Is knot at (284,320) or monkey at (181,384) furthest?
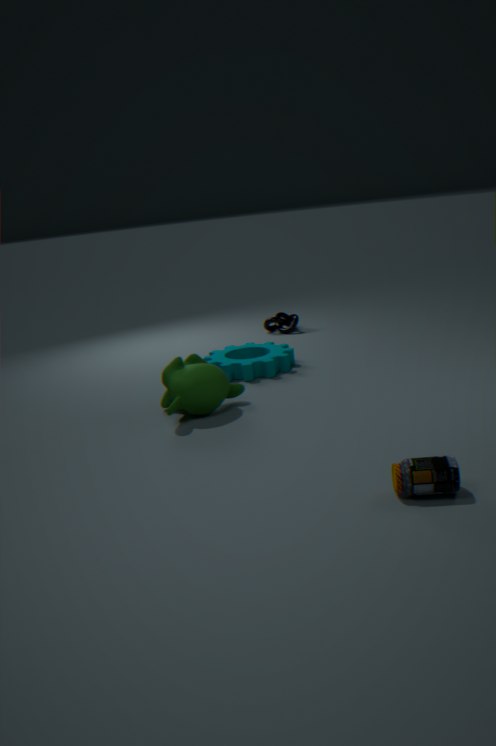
knot at (284,320)
